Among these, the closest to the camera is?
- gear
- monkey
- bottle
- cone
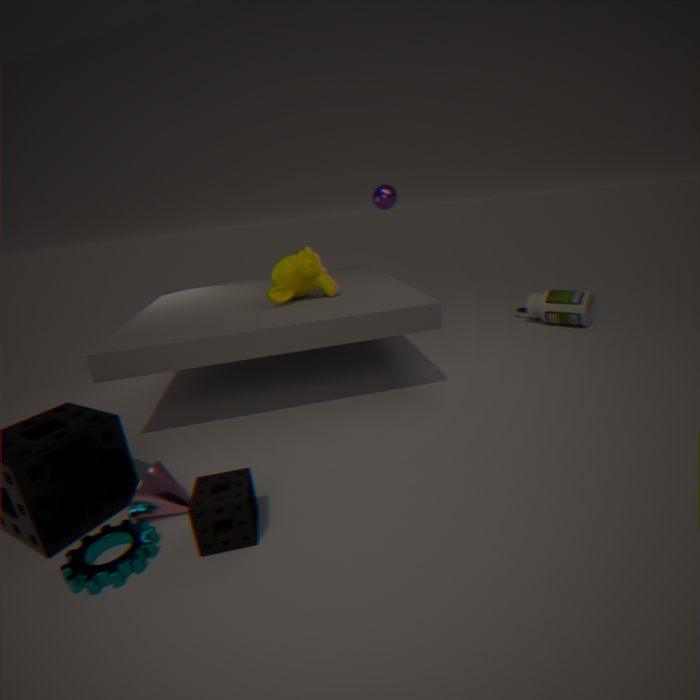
gear
